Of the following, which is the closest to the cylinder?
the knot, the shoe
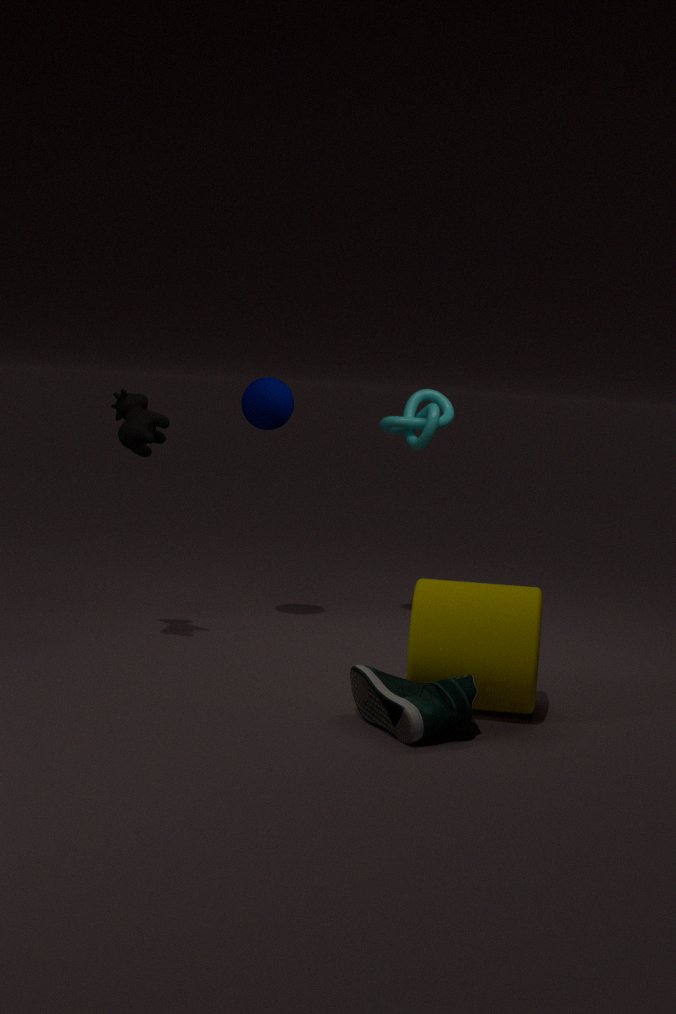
the shoe
